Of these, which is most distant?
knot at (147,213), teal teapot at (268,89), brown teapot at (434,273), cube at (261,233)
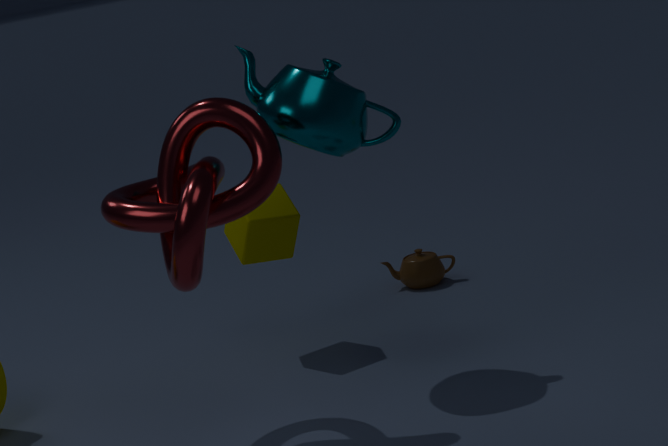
brown teapot at (434,273)
